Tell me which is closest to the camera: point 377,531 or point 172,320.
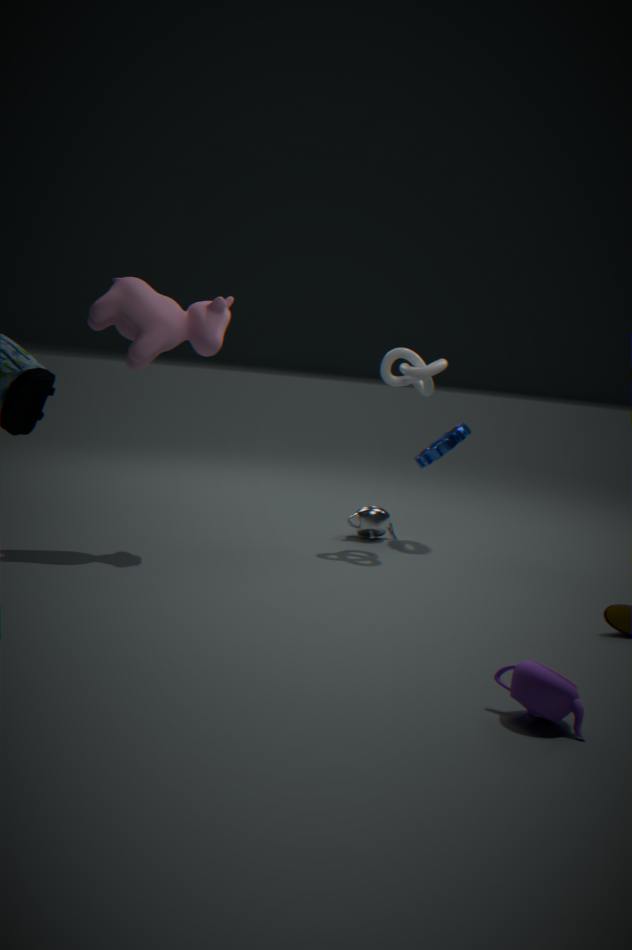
point 172,320
